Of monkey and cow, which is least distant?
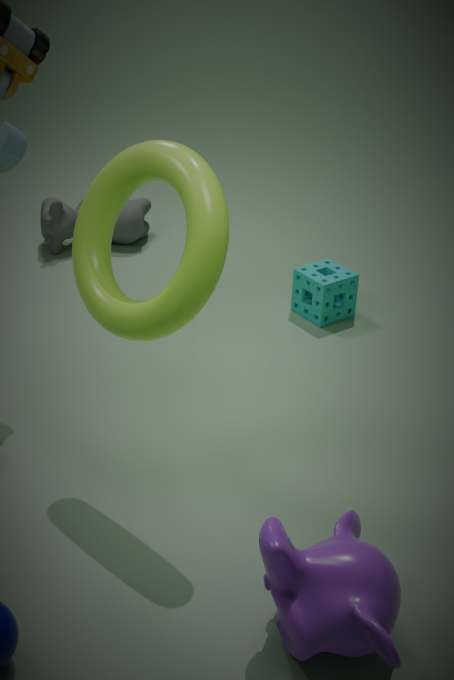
monkey
